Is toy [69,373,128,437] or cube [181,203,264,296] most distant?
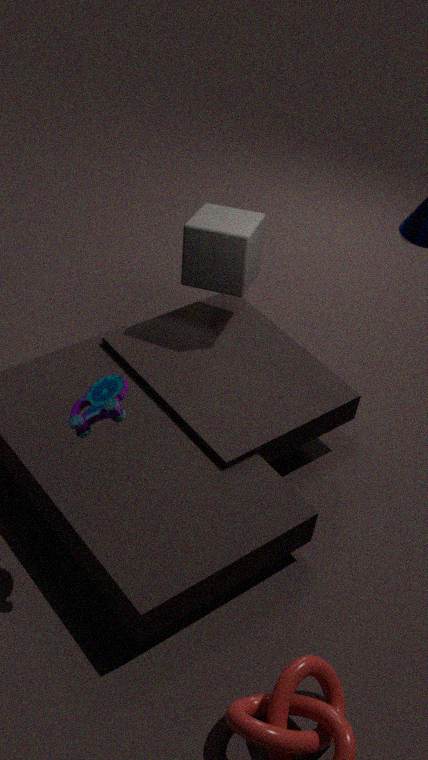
cube [181,203,264,296]
